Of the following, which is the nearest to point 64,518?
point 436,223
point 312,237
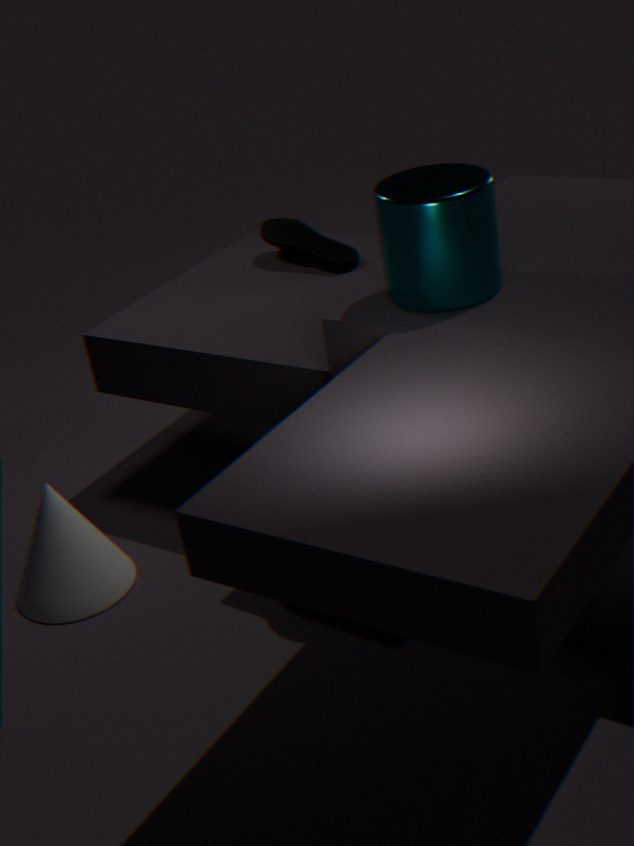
point 312,237
